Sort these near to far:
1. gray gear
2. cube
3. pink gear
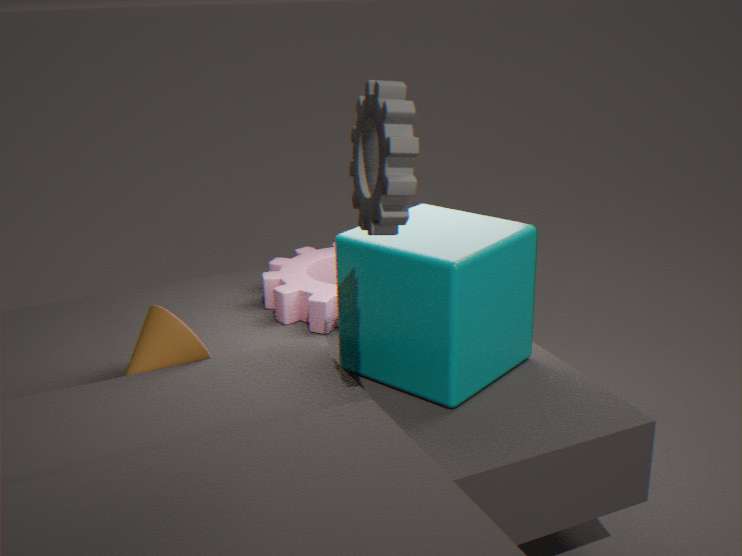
gray gear
cube
pink gear
